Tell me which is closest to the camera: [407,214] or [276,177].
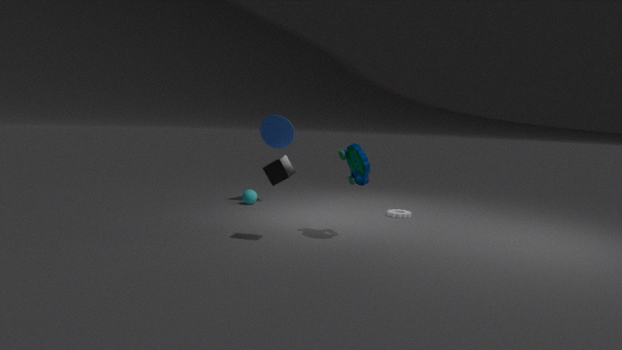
[276,177]
